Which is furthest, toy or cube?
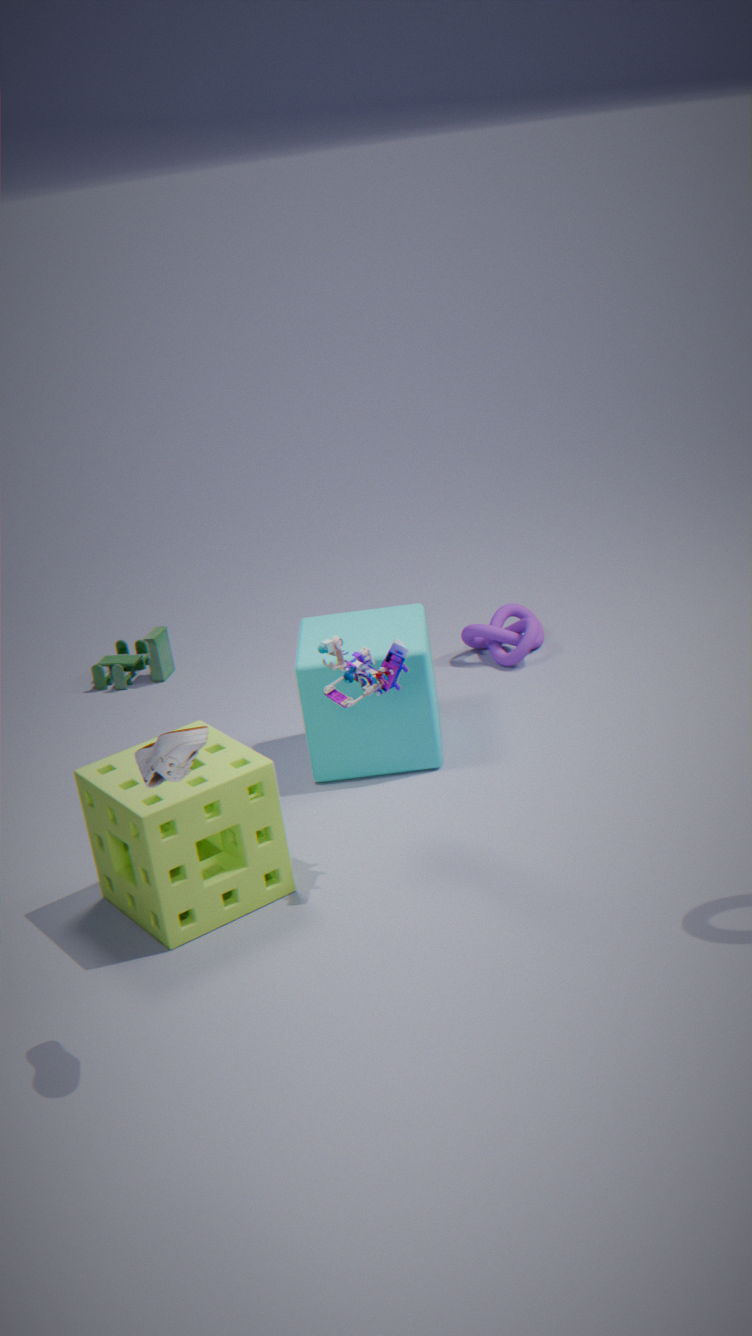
toy
